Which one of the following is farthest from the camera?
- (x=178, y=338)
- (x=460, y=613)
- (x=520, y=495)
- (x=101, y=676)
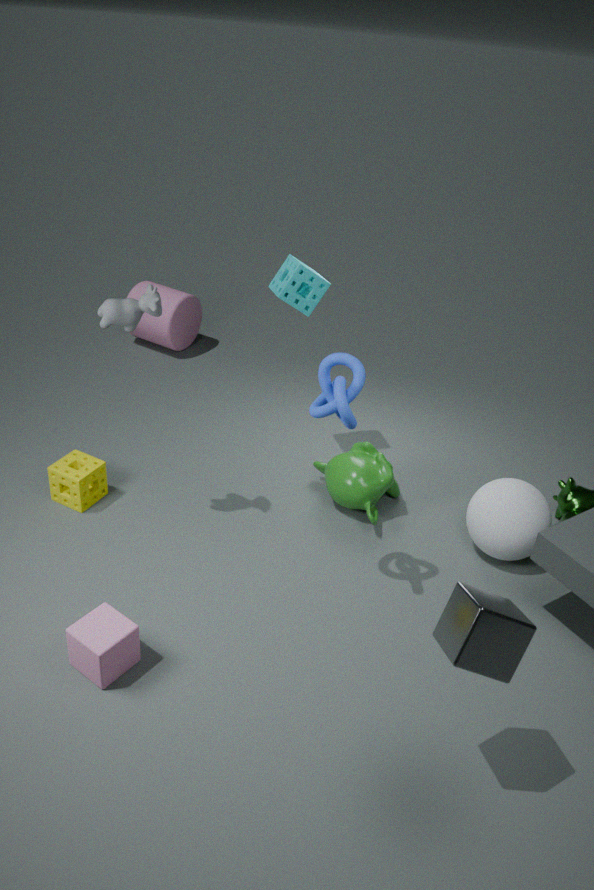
(x=178, y=338)
